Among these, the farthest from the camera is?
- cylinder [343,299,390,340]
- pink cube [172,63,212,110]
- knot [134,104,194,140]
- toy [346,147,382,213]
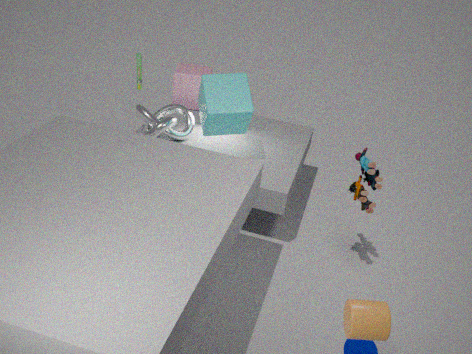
pink cube [172,63,212,110]
